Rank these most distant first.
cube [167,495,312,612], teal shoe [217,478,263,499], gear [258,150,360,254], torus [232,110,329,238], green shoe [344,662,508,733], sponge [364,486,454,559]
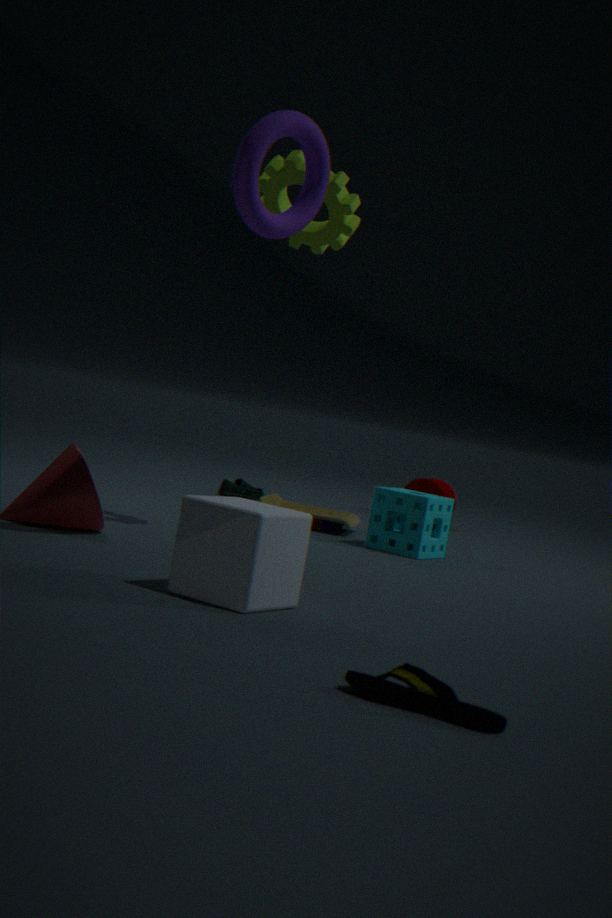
1. teal shoe [217,478,263,499]
2. sponge [364,486,454,559]
3. gear [258,150,360,254]
4. torus [232,110,329,238]
5. cube [167,495,312,612]
6. green shoe [344,662,508,733]
